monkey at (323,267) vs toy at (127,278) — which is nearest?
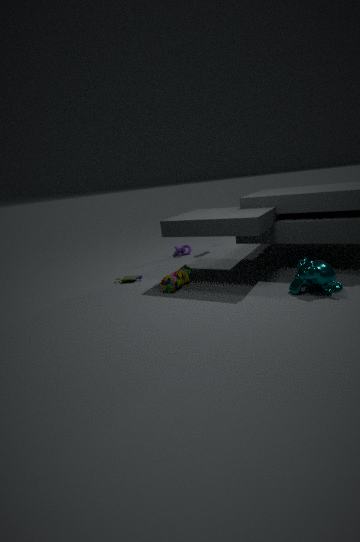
monkey at (323,267)
